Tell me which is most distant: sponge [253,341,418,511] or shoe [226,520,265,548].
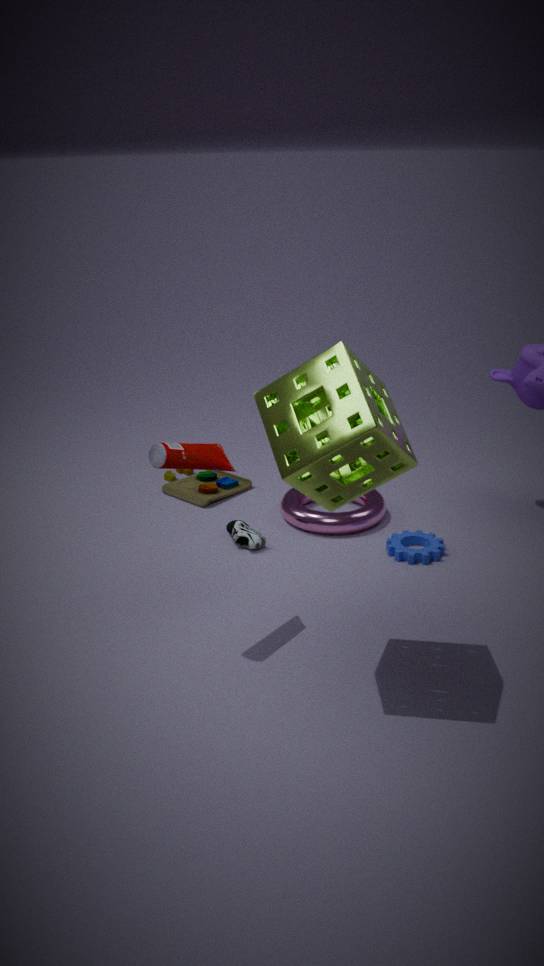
shoe [226,520,265,548]
